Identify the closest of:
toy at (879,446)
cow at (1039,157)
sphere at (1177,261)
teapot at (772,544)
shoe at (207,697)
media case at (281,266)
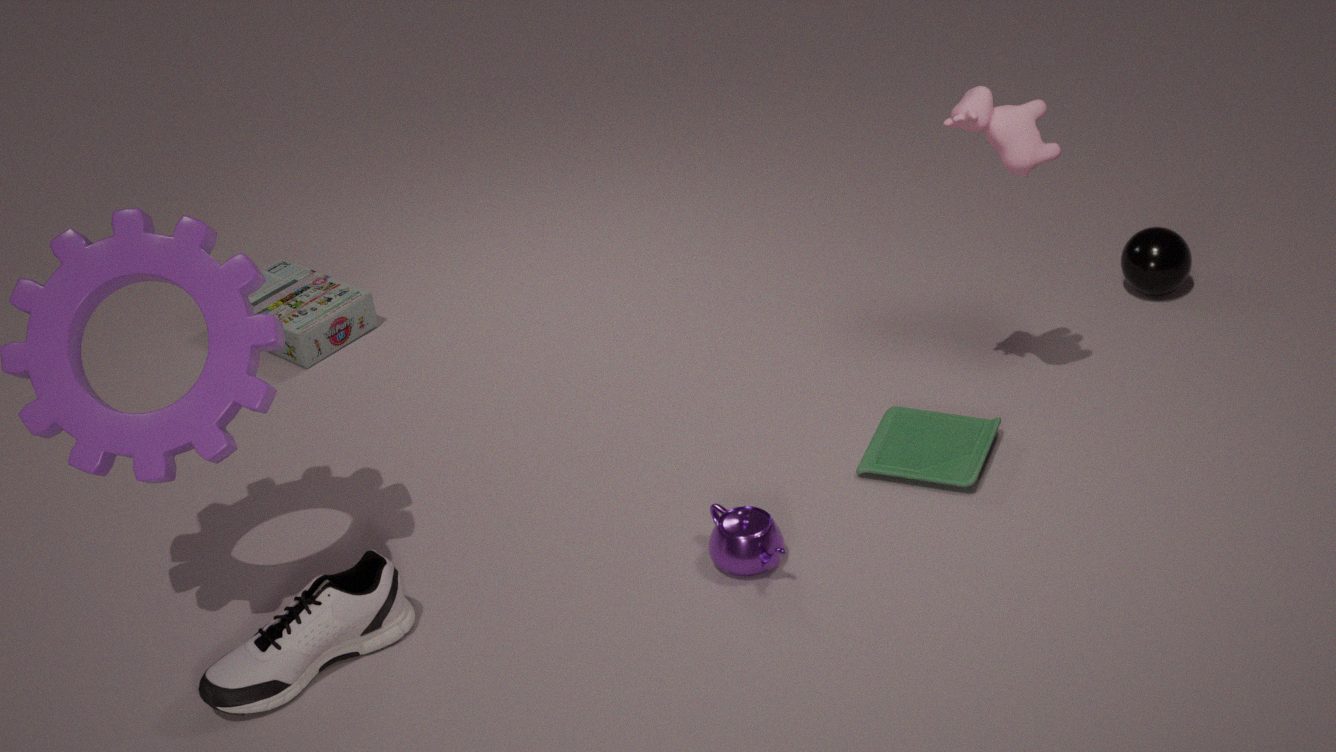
shoe at (207,697)
